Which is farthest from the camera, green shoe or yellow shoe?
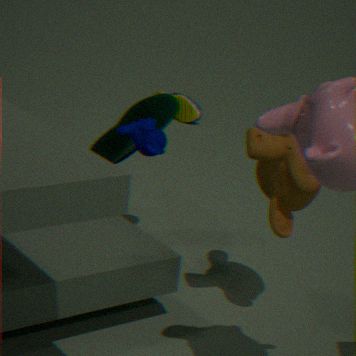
yellow shoe
